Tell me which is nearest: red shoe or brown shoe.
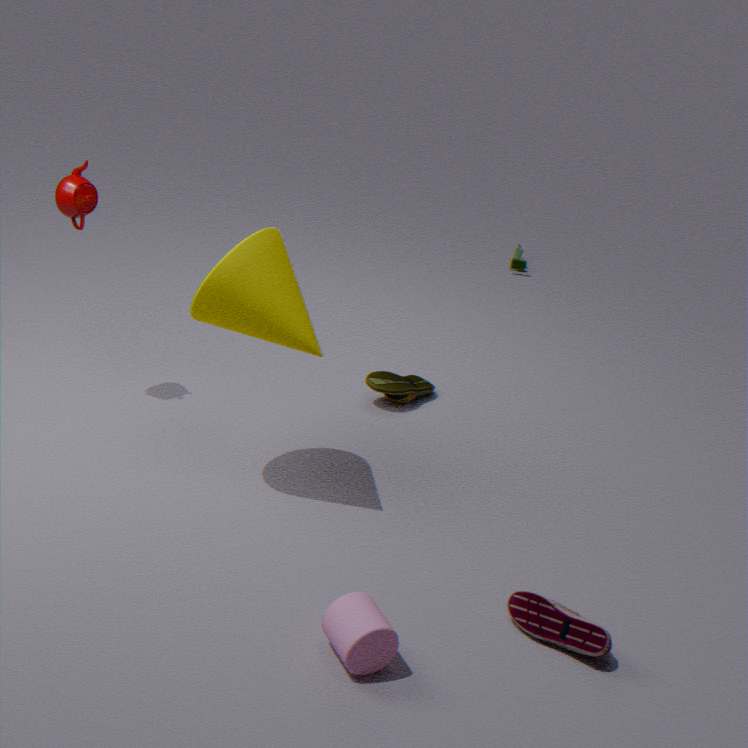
red shoe
